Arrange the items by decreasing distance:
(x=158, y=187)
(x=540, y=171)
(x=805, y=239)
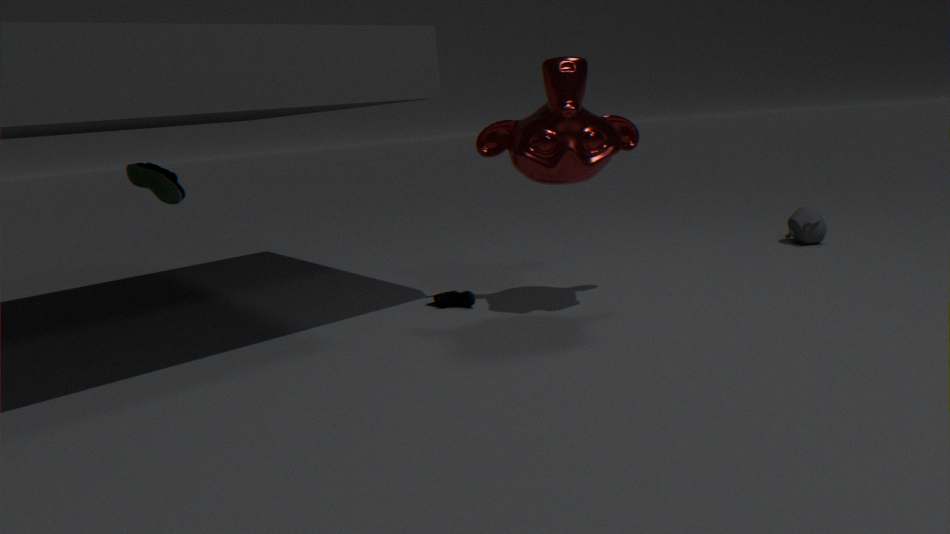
(x=805, y=239) < (x=158, y=187) < (x=540, y=171)
